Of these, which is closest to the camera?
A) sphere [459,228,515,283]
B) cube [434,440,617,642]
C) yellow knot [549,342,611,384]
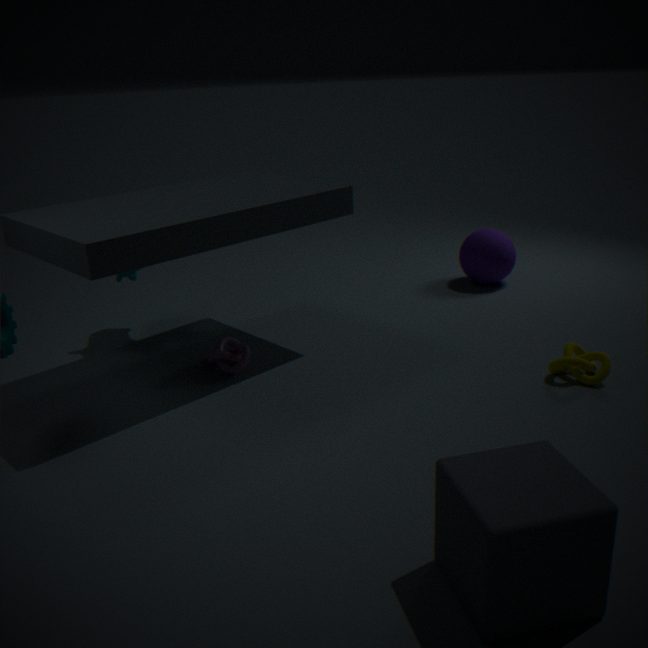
cube [434,440,617,642]
